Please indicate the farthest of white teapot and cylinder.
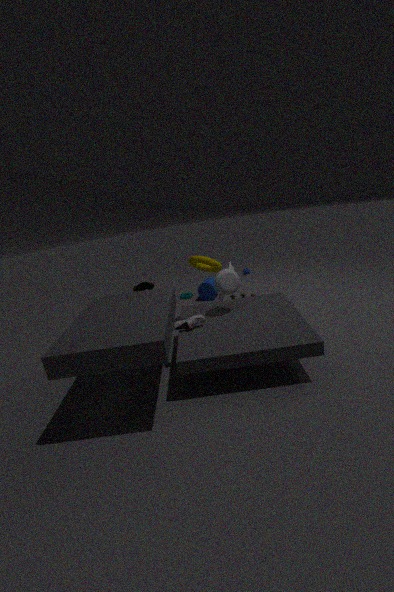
cylinder
